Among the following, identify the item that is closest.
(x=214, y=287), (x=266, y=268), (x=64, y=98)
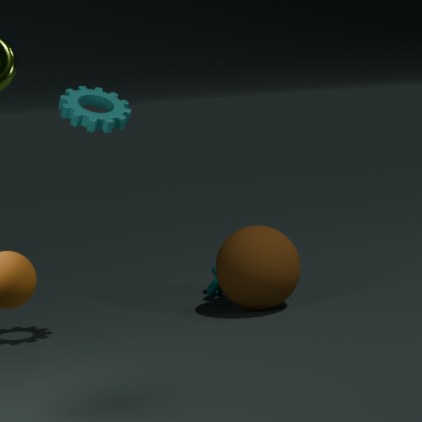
(x=64, y=98)
